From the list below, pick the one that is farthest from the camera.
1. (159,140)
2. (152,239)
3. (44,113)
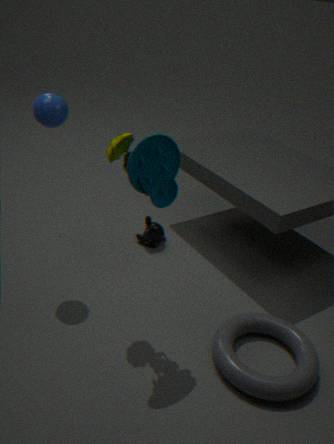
(152,239)
